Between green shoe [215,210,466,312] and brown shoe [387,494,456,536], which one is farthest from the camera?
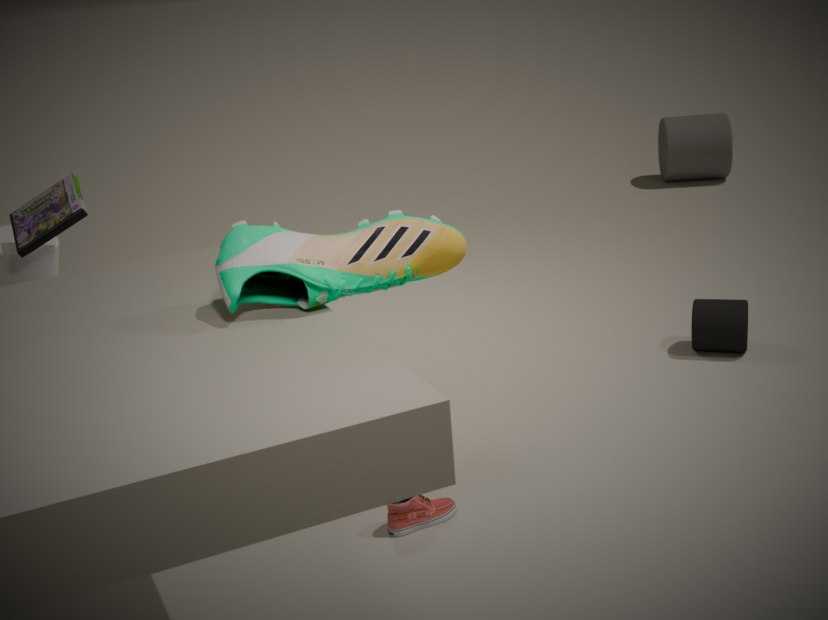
brown shoe [387,494,456,536]
